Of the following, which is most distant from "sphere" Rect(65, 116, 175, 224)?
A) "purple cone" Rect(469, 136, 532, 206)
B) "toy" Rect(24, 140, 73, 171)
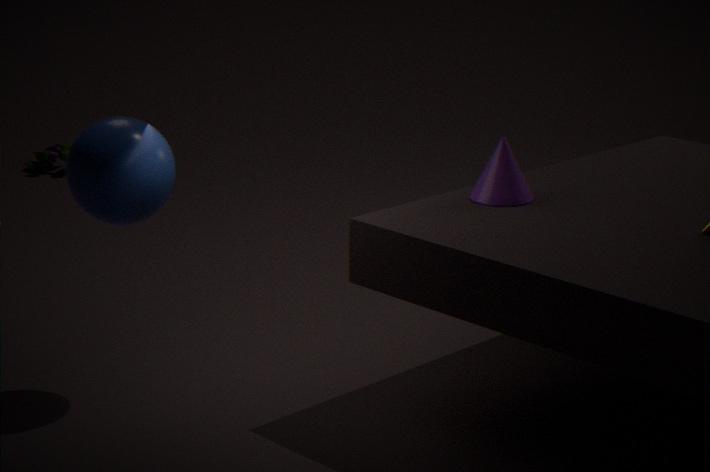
"toy" Rect(24, 140, 73, 171)
